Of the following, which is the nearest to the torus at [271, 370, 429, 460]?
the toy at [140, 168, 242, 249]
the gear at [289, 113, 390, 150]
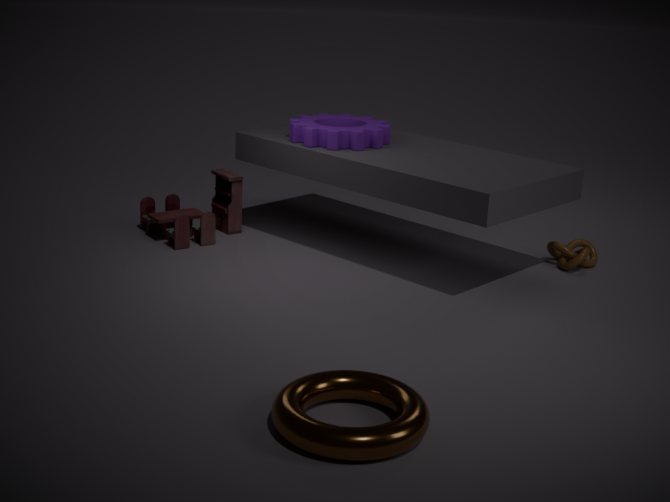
the gear at [289, 113, 390, 150]
